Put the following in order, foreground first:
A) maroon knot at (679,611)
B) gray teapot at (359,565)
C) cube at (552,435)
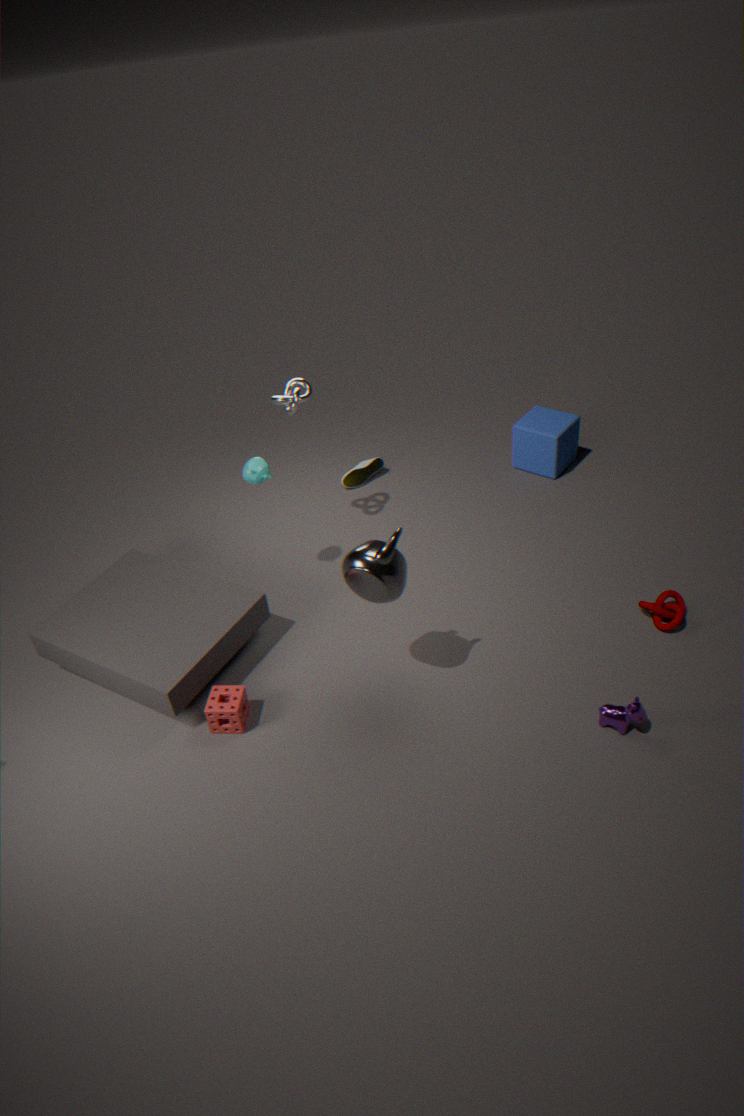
gray teapot at (359,565), maroon knot at (679,611), cube at (552,435)
